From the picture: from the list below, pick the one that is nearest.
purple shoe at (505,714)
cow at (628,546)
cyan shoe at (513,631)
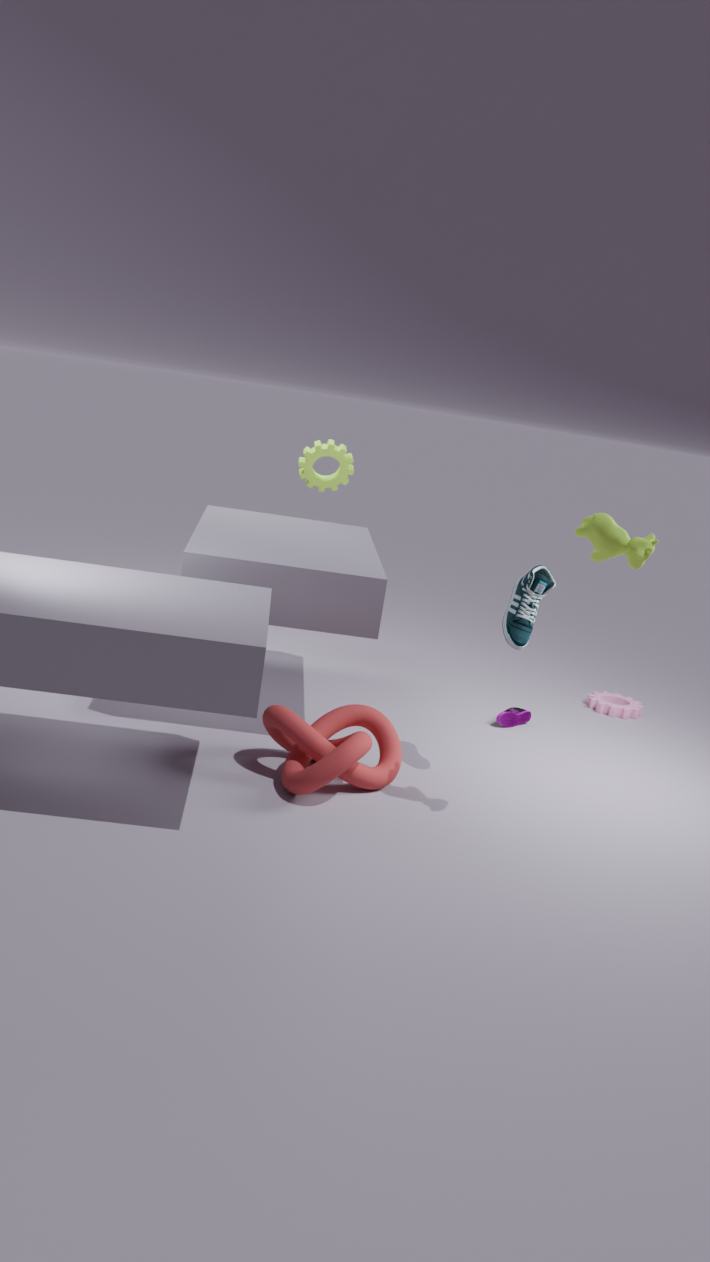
cow at (628,546)
